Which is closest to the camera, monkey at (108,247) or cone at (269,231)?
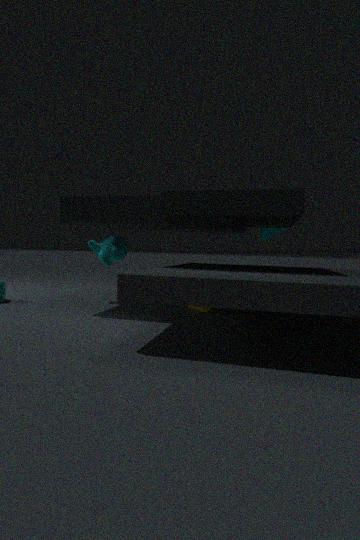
monkey at (108,247)
